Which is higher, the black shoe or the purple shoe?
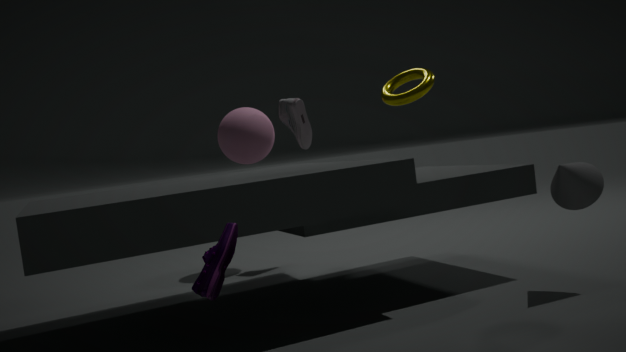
the black shoe
